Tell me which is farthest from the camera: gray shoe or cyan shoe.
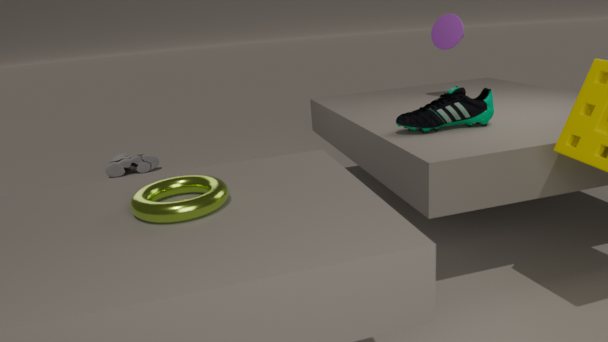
gray shoe
